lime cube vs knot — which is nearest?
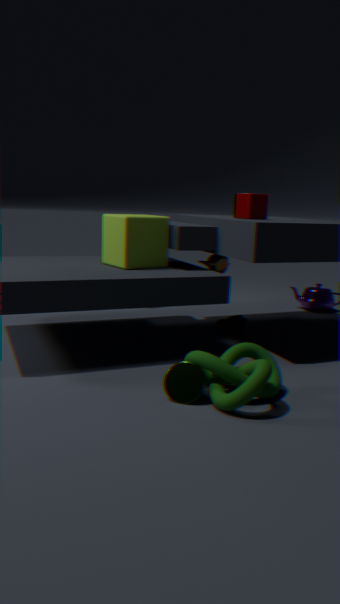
knot
